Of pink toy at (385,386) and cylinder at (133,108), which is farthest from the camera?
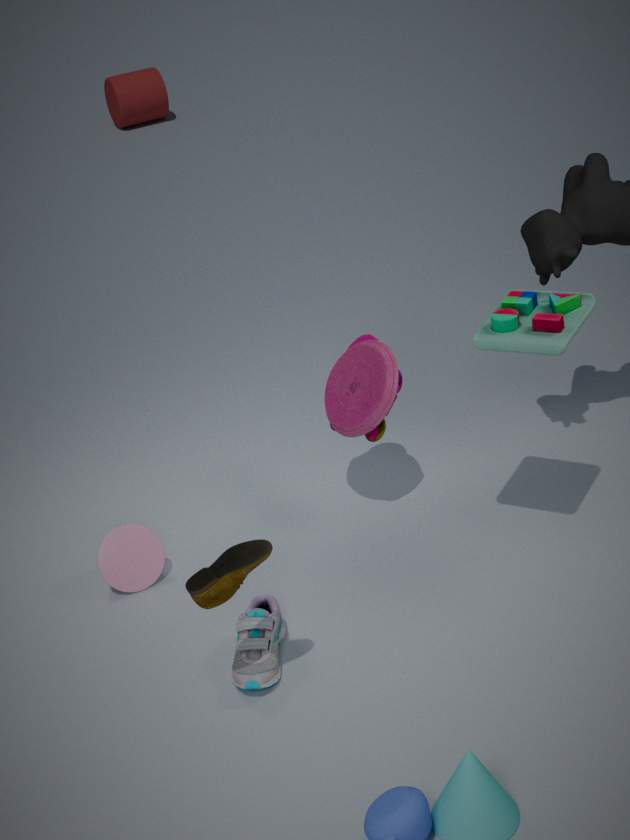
cylinder at (133,108)
